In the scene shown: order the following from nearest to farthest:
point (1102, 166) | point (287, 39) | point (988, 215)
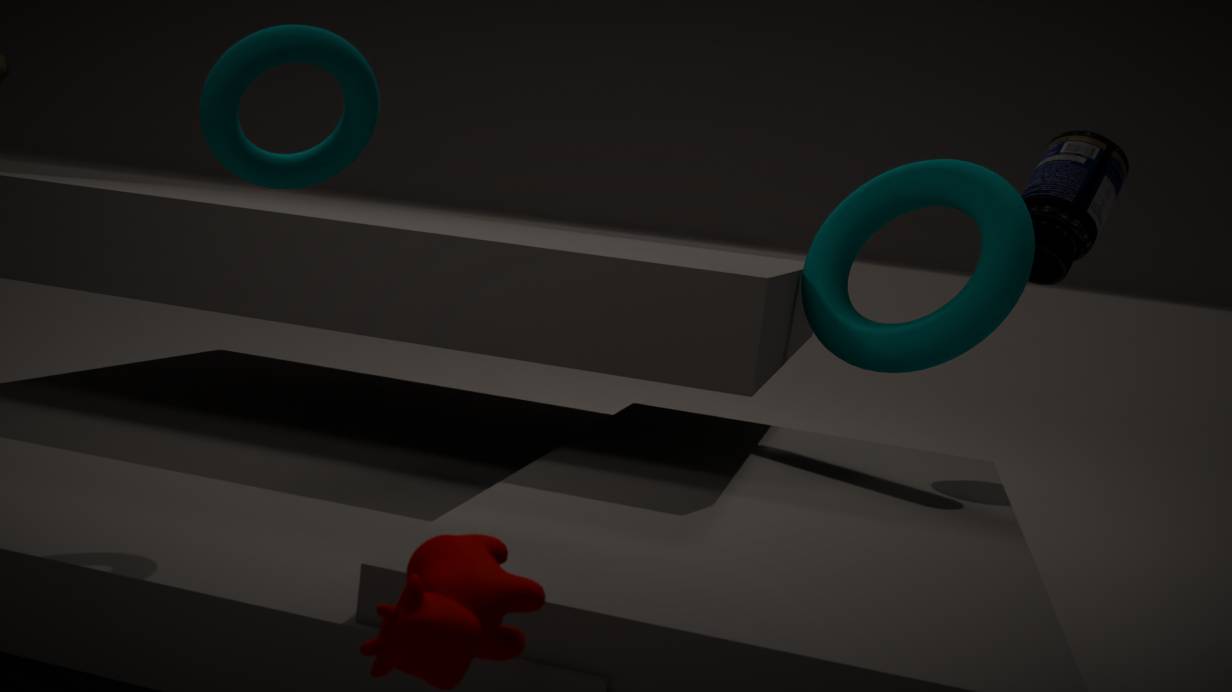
point (287, 39) < point (988, 215) < point (1102, 166)
